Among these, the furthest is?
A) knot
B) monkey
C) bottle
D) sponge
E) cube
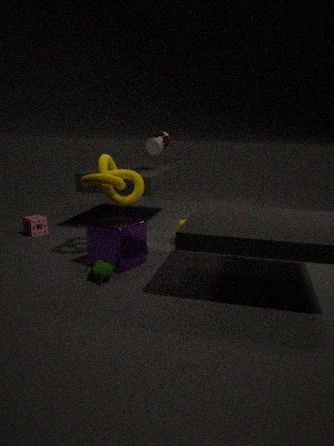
bottle
